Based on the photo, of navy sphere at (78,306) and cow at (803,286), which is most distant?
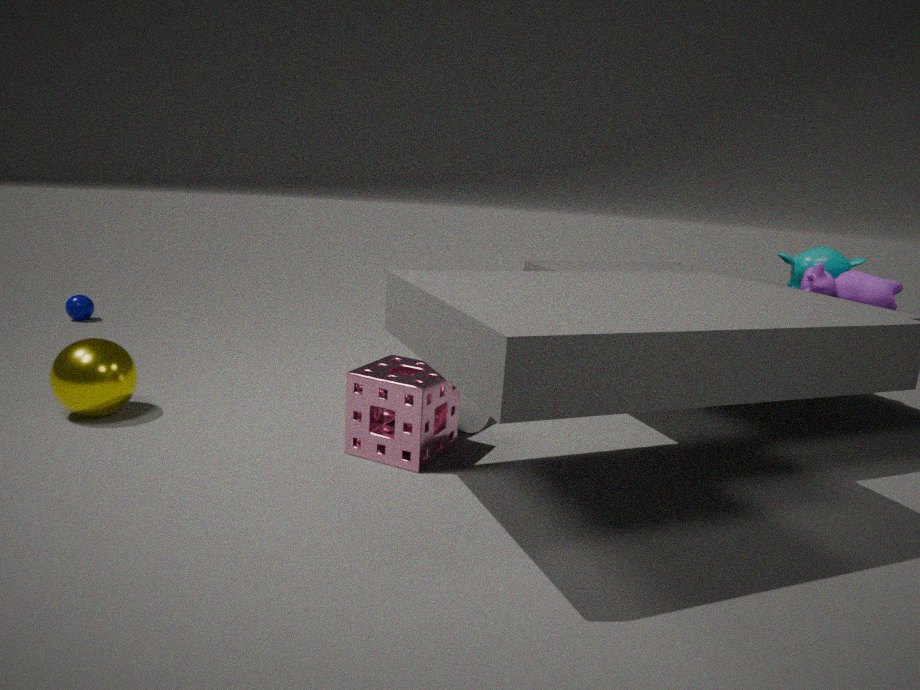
navy sphere at (78,306)
